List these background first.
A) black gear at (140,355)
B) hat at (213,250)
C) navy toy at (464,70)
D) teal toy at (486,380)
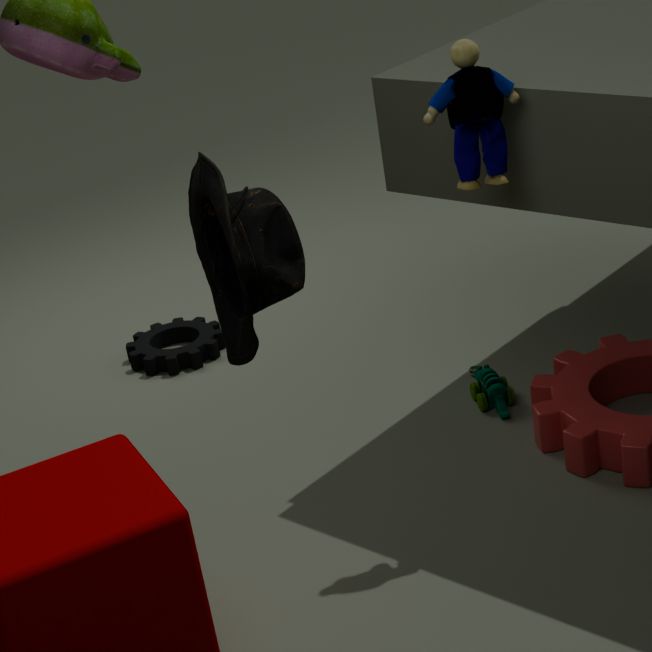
black gear at (140,355) < teal toy at (486,380) < navy toy at (464,70) < hat at (213,250)
